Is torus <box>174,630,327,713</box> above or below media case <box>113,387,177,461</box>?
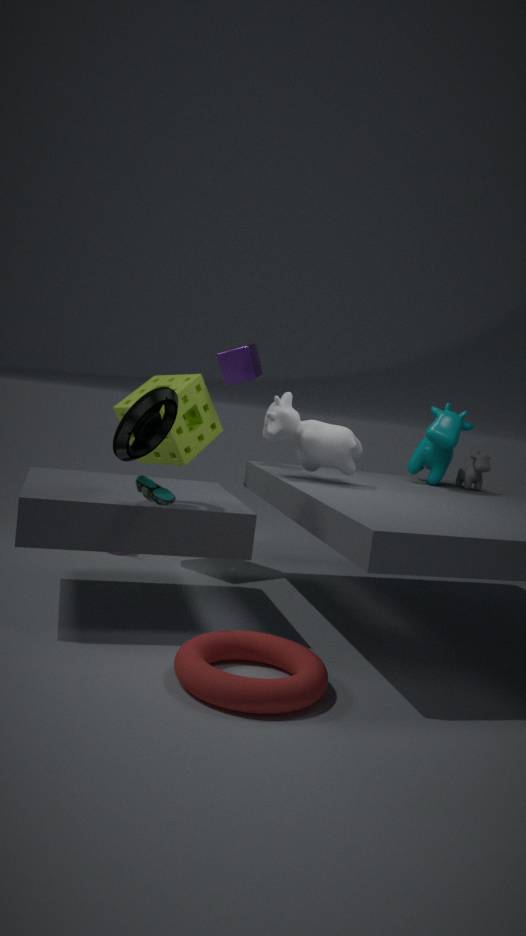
below
